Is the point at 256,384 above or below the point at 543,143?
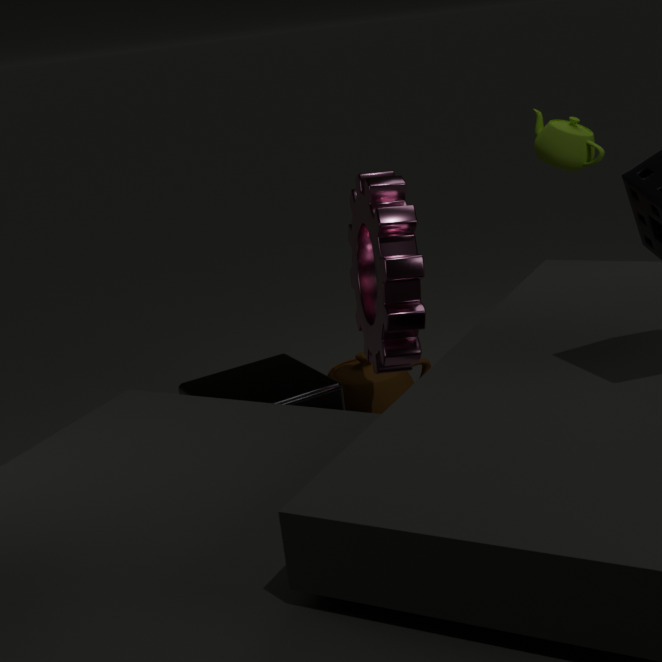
below
